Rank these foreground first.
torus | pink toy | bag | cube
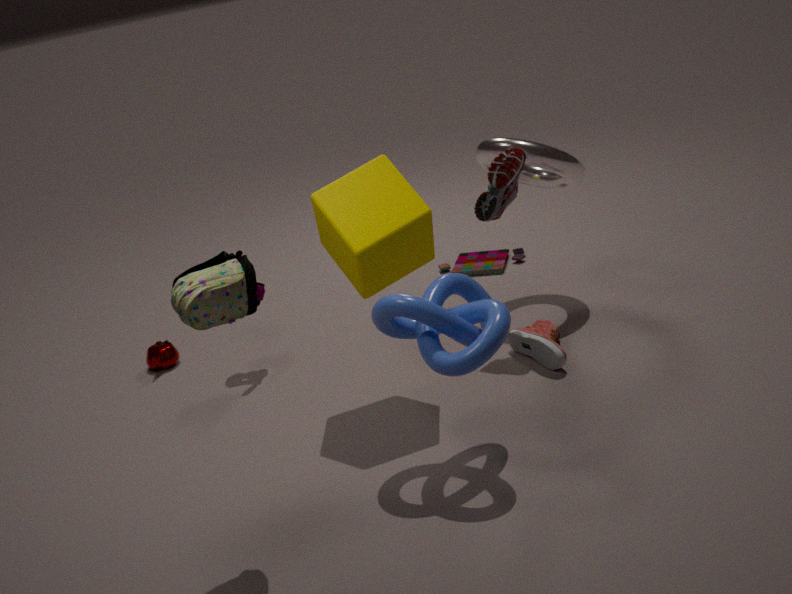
1. bag
2. cube
3. torus
4. pink toy
